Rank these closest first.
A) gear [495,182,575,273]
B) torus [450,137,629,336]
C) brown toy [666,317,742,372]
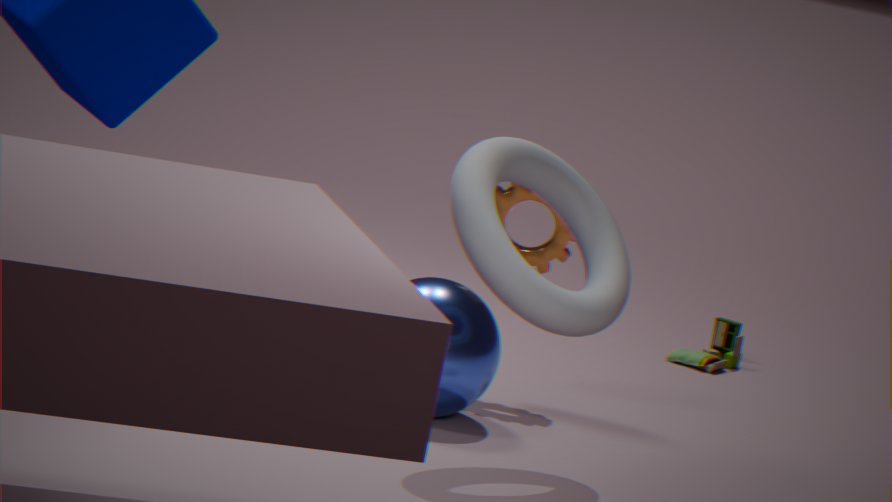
torus [450,137,629,336] < gear [495,182,575,273] < brown toy [666,317,742,372]
